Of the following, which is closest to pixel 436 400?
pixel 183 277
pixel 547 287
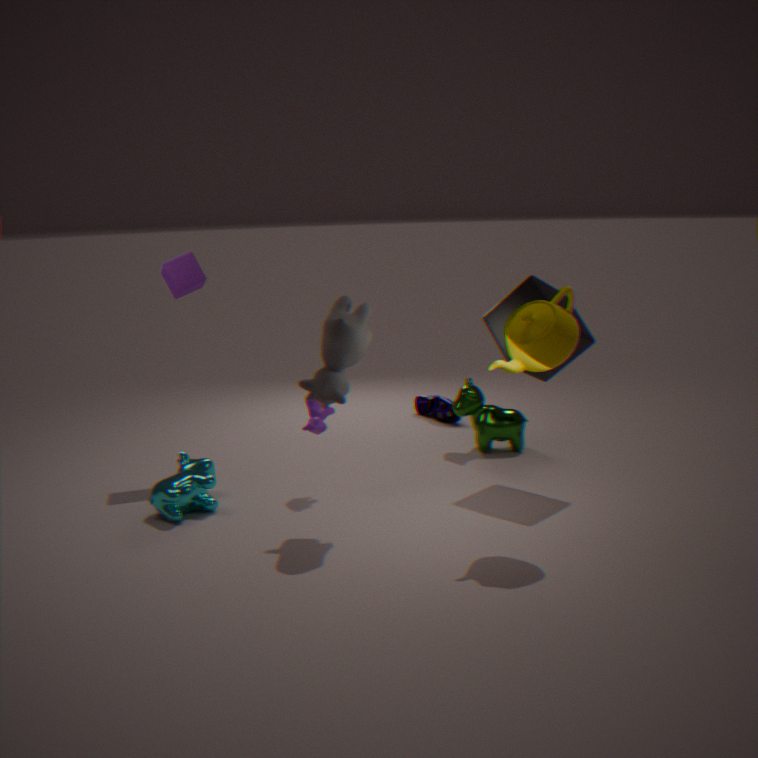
pixel 547 287
